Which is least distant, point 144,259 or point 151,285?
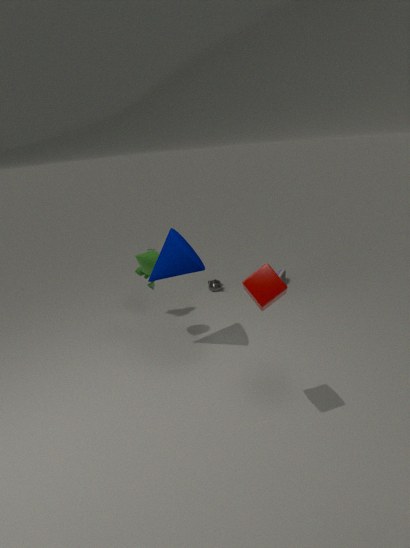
point 144,259
